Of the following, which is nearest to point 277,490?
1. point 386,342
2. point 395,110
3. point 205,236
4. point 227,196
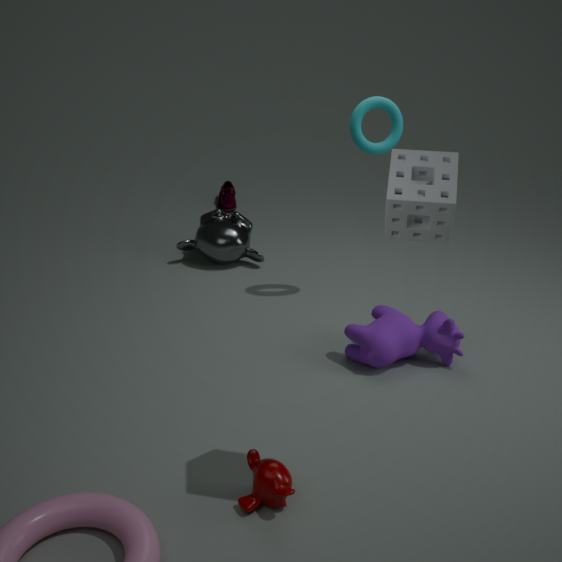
point 386,342
